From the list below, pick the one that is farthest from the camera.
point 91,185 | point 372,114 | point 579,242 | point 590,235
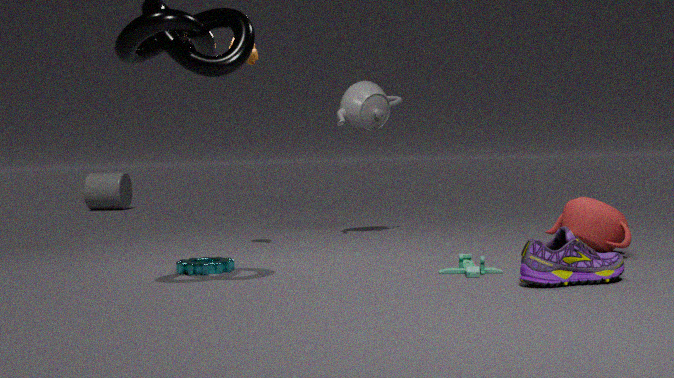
point 91,185
